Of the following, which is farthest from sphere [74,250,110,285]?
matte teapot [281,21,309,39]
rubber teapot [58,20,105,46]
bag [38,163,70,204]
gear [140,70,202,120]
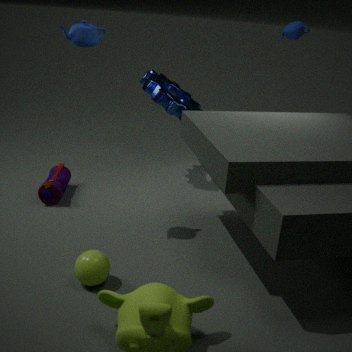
matte teapot [281,21,309,39]
